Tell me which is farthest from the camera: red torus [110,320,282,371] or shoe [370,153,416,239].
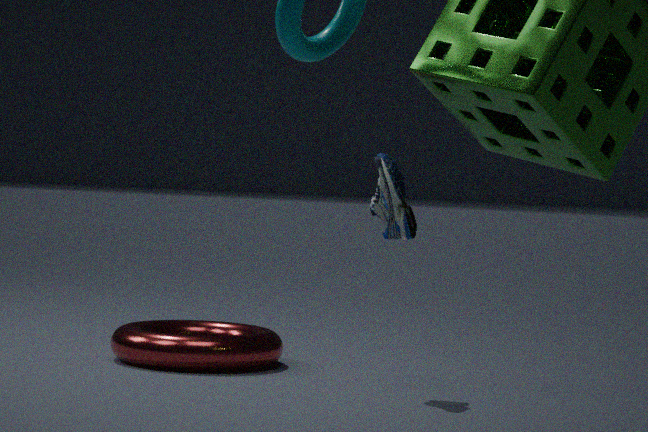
red torus [110,320,282,371]
